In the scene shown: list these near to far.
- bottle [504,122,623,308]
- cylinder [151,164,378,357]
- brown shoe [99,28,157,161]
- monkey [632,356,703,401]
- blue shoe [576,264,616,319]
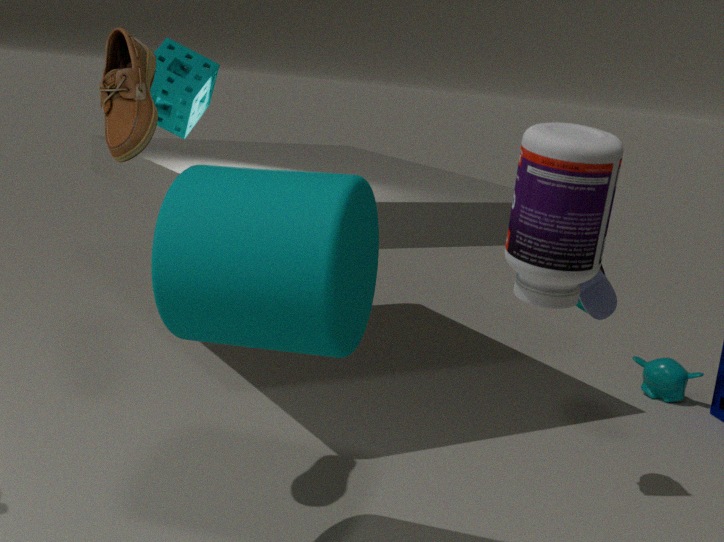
bottle [504,122,623,308], cylinder [151,164,378,357], brown shoe [99,28,157,161], blue shoe [576,264,616,319], monkey [632,356,703,401]
